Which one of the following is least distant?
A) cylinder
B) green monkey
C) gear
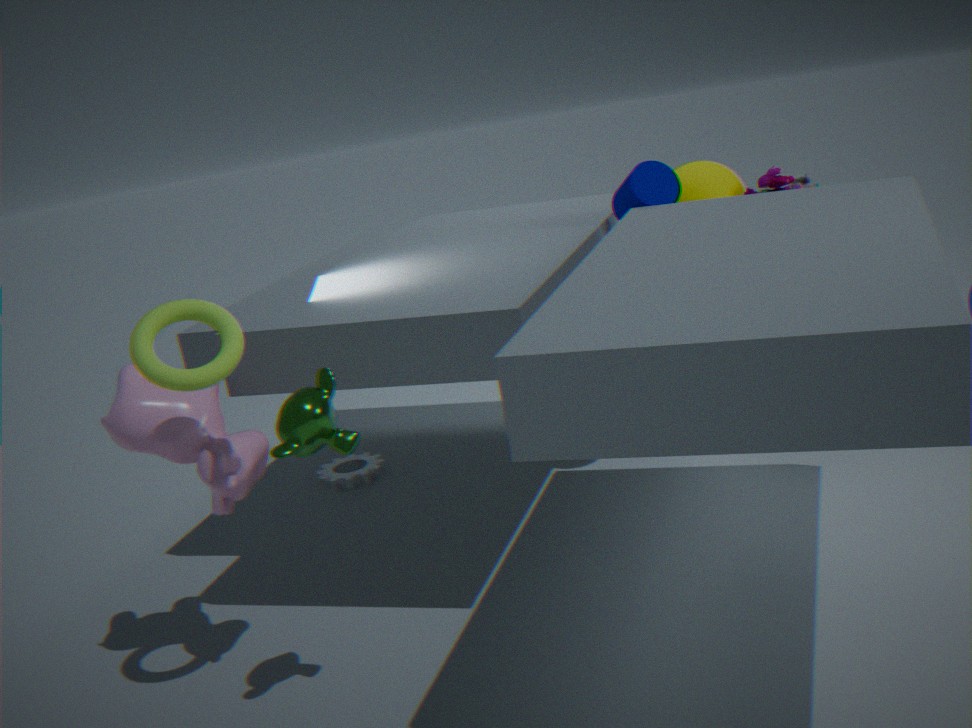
B. green monkey
